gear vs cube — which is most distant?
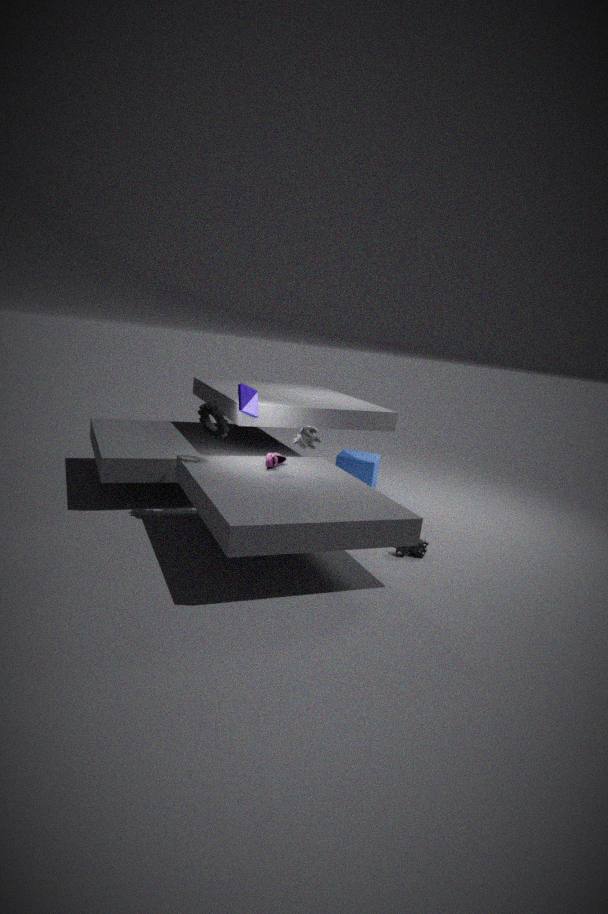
cube
